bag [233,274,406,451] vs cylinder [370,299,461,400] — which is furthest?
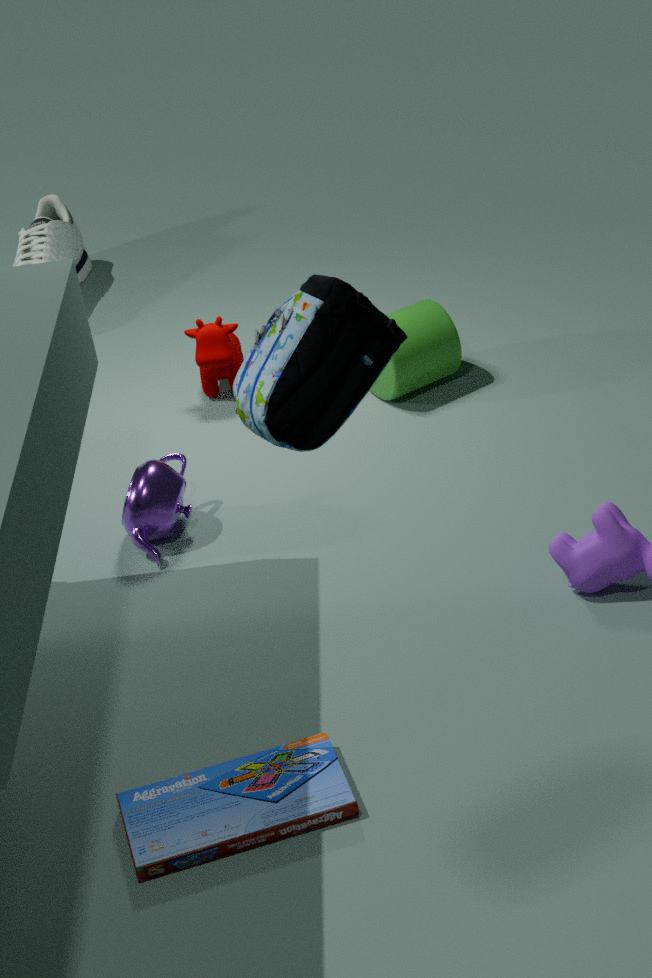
cylinder [370,299,461,400]
